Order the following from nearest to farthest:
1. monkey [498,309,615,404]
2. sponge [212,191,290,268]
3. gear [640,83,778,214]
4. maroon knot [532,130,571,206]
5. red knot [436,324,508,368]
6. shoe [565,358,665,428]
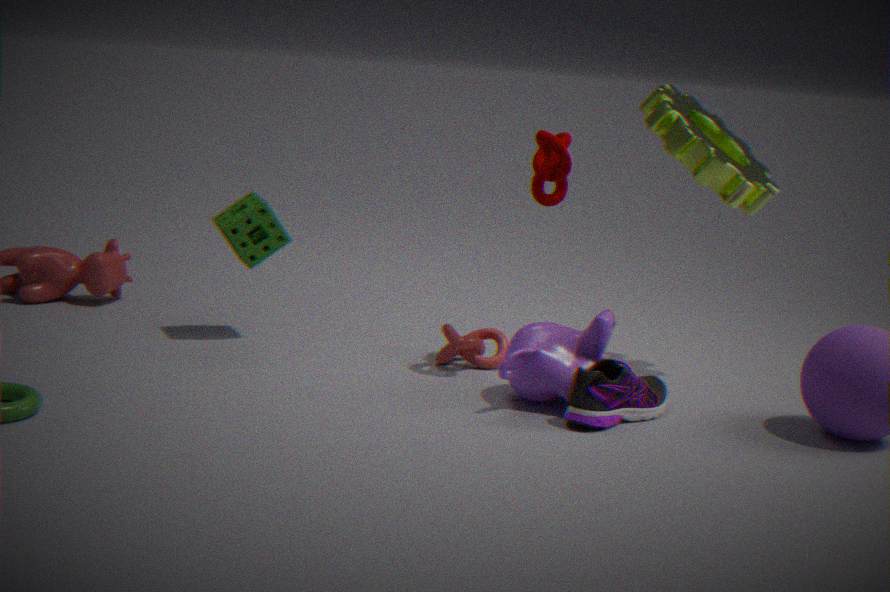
shoe [565,358,665,428]
monkey [498,309,615,404]
maroon knot [532,130,571,206]
gear [640,83,778,214]
red knot [436,324,508,368]
sponge [212,191,290,268]
